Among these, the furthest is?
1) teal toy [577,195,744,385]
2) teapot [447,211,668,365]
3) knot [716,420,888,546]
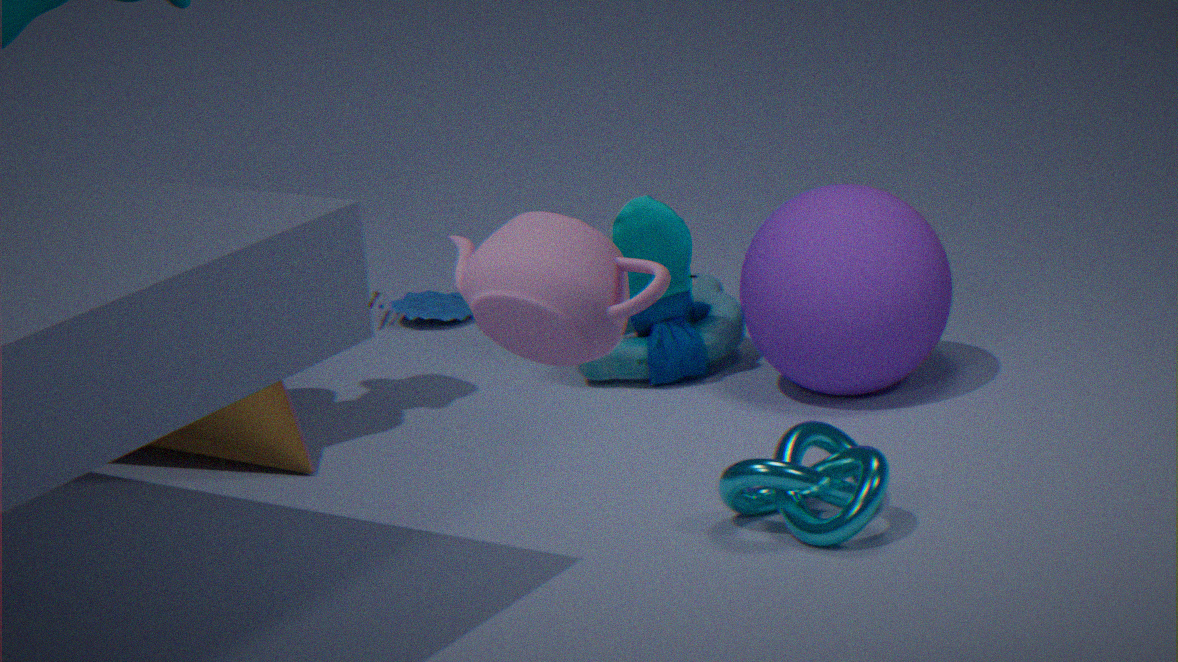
1. teal toy [577,195,744,385]
